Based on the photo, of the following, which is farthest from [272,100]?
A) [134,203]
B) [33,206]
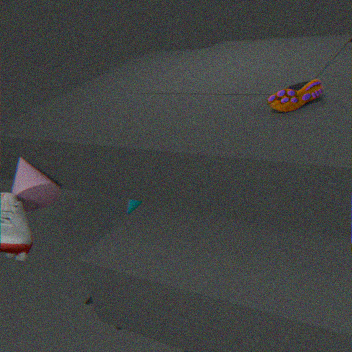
[134,203]
